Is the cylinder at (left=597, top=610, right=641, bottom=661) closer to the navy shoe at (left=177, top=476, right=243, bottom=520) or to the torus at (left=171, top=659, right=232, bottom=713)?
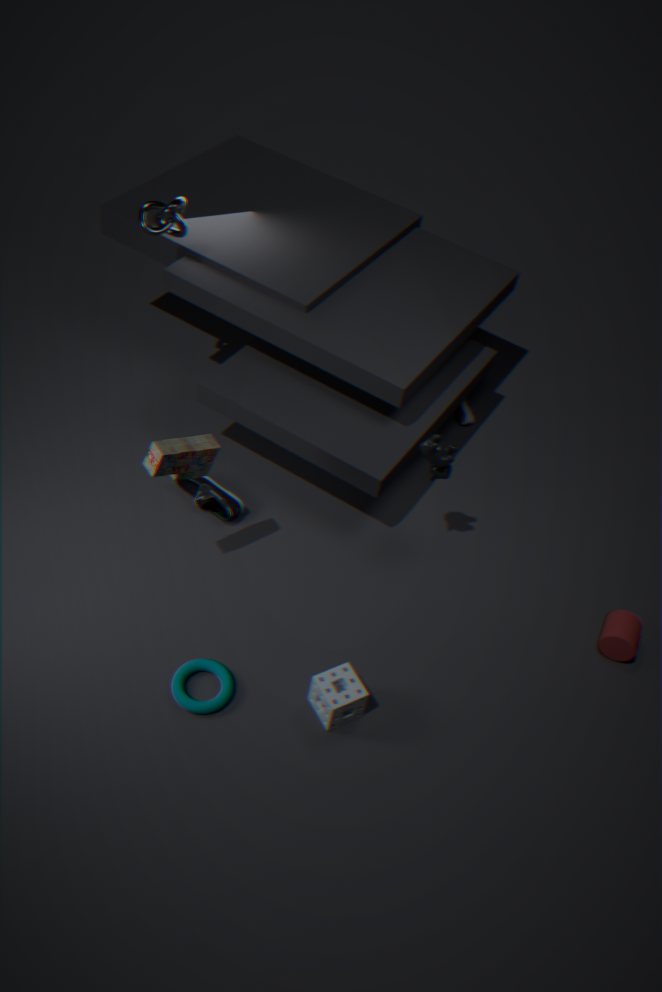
the torus at (left=171, top=659, right=232, bottom=713)
